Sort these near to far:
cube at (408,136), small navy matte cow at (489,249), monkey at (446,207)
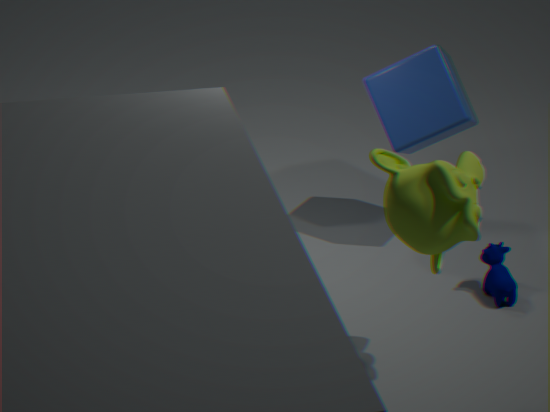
monkey at (446,207) → small navy matte cow at (489,249) → cube at (408,136)
